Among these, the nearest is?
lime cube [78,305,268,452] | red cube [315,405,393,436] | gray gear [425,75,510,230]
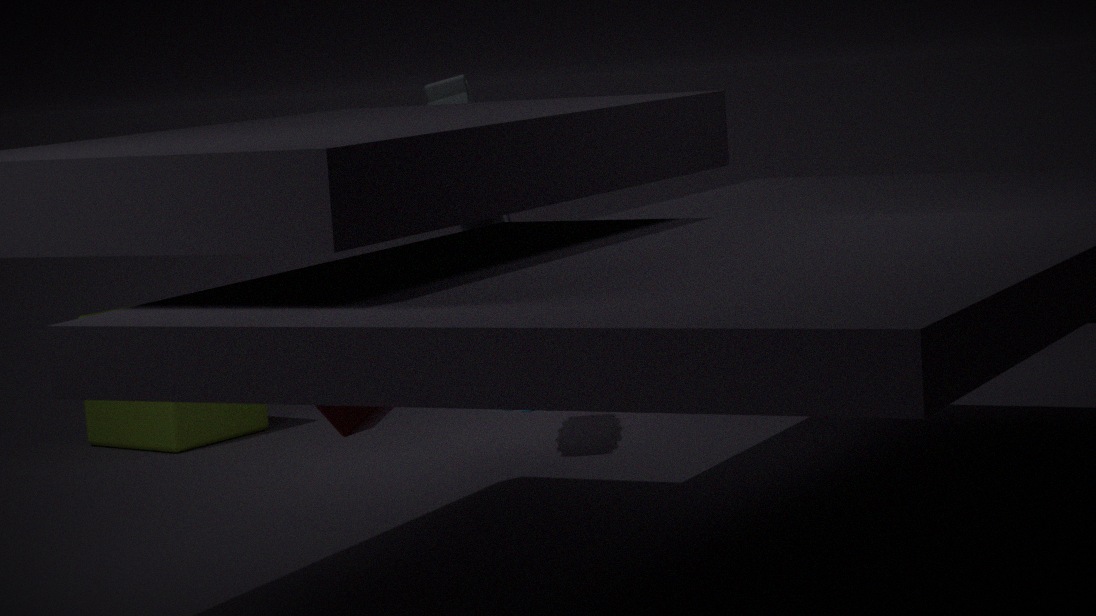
red cube [315,405,393,436]
